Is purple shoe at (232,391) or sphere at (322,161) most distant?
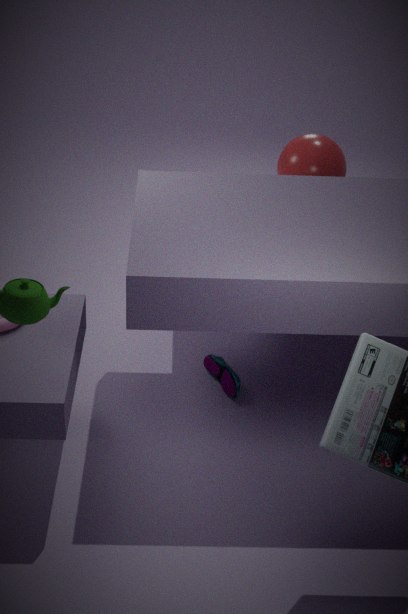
sphere at (322,161)
